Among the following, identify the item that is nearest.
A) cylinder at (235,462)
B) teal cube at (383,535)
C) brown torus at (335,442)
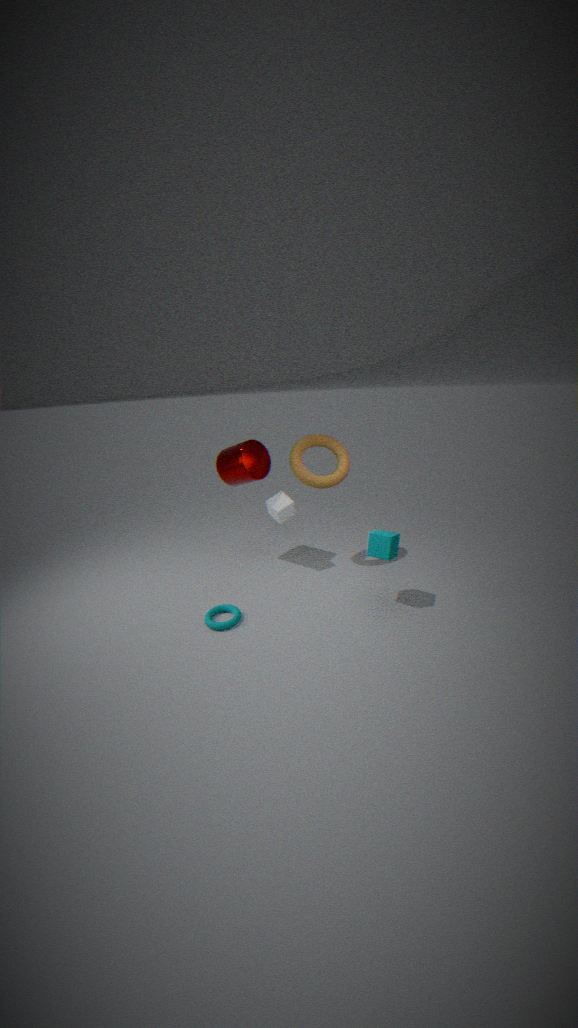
teal cube at (383,535)
